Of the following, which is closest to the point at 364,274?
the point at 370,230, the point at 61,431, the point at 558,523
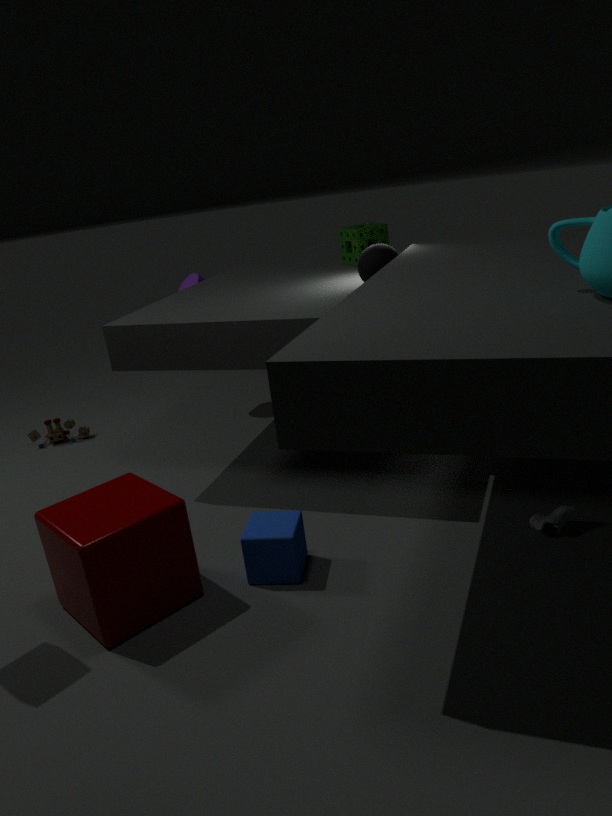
the point at 370,230
